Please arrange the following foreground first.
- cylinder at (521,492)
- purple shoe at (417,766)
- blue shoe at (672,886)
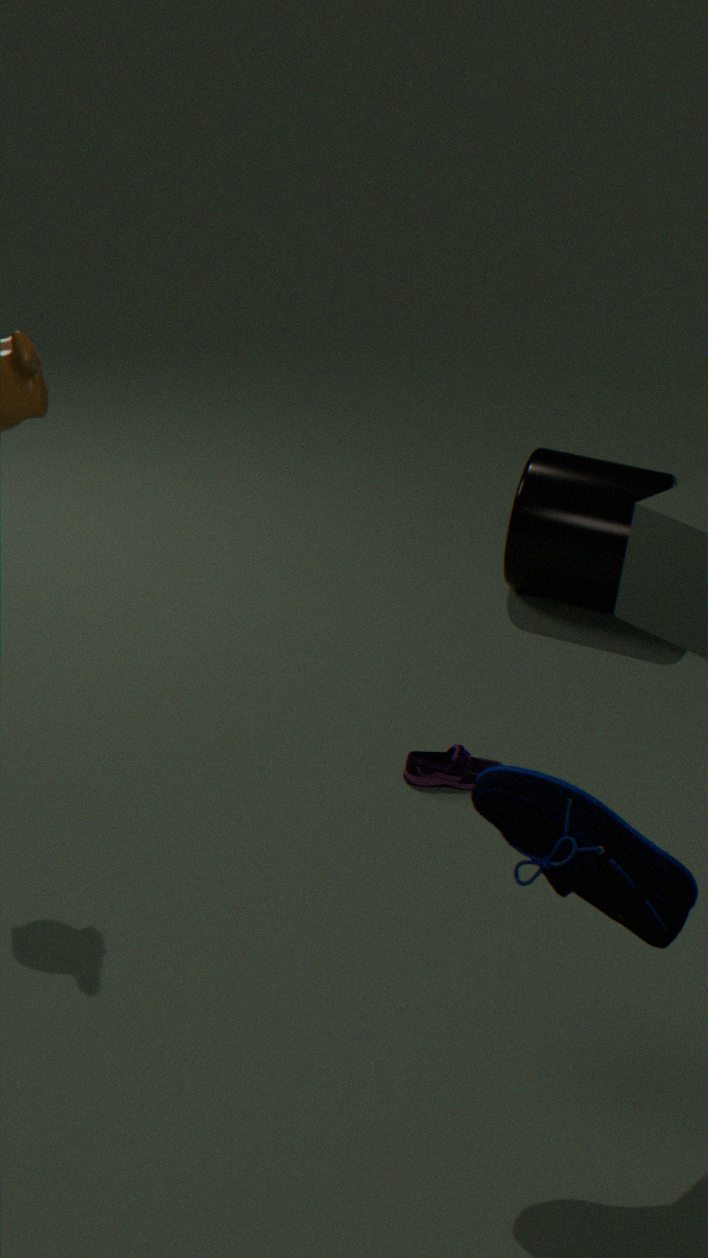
blue shoe at (672,886) → purple shoe at (417,766) → cylinder at (521,492)
